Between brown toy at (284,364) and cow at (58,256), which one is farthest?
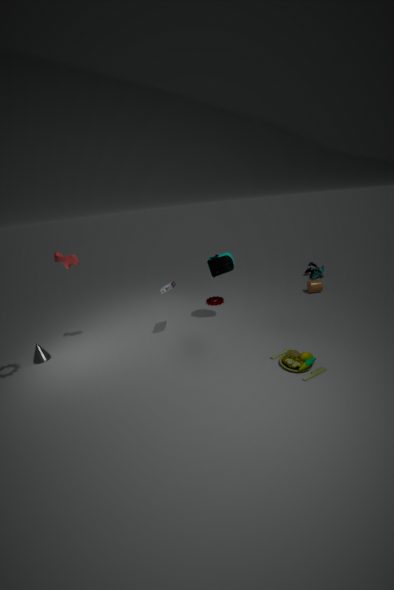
cow at (58,256)
